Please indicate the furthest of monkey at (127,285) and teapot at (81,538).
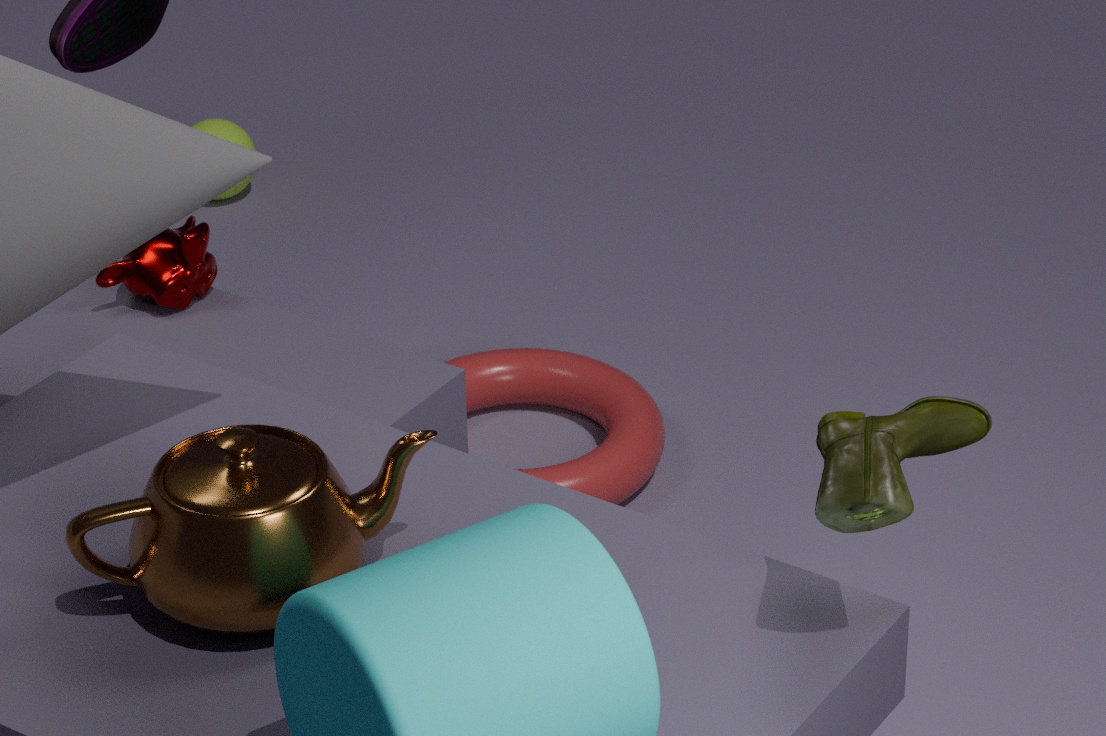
monkey at (127,285)
